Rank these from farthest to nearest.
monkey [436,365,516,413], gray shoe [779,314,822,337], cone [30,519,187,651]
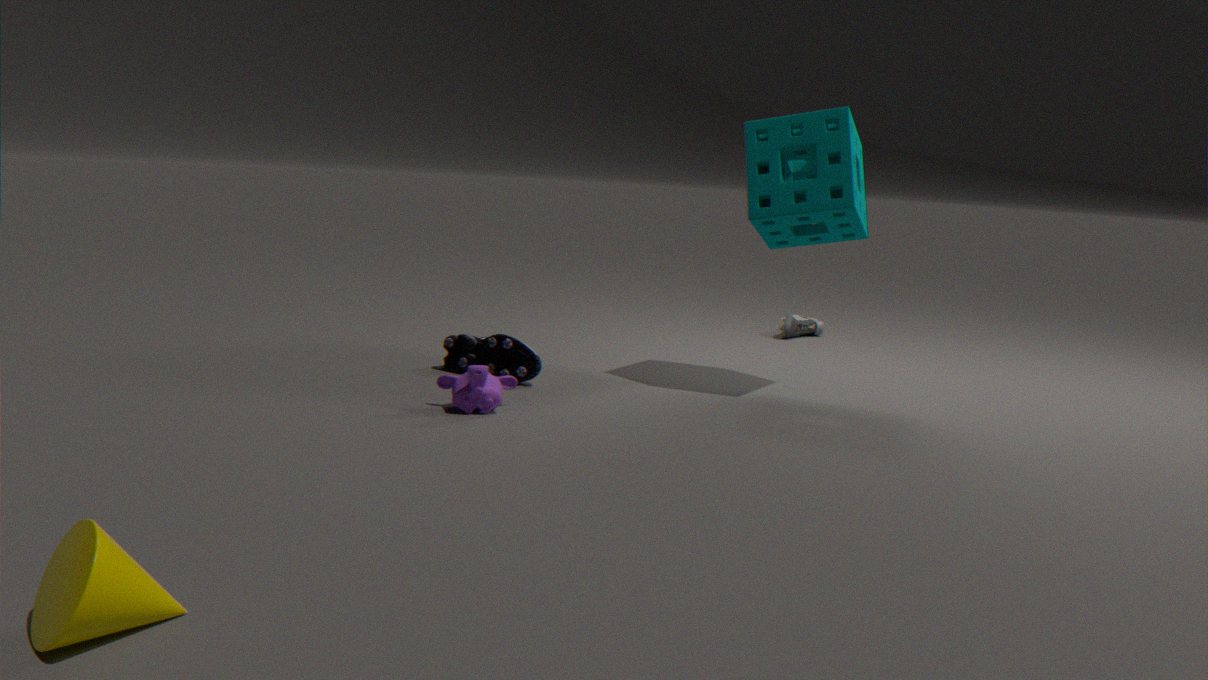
1. gray shoe [779,314,822,337]
2. monkey [436,365,516,413]
3. cone [30,519,187,651]
